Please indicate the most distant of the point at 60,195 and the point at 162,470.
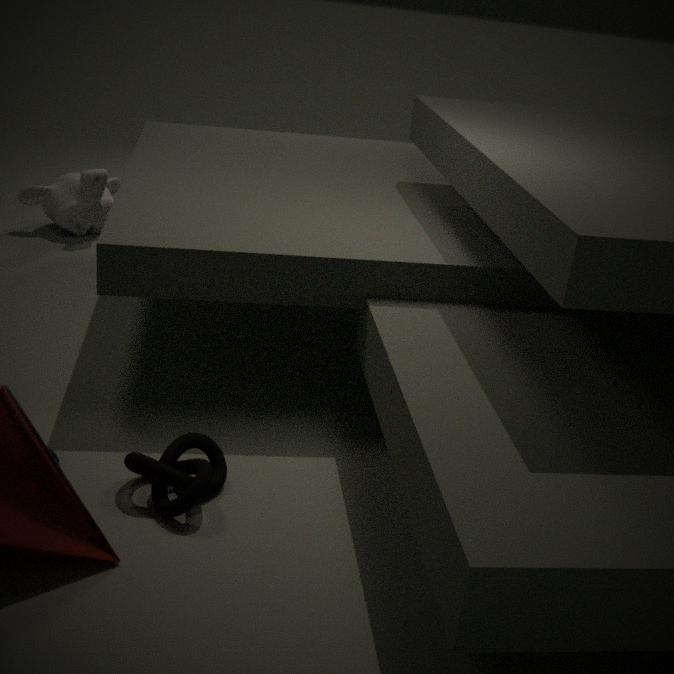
the point at 60,195
